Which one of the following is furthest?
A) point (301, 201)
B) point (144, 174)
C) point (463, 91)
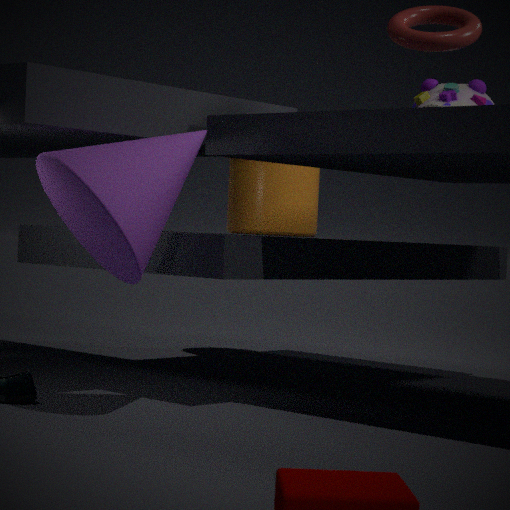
point (301, 201)
